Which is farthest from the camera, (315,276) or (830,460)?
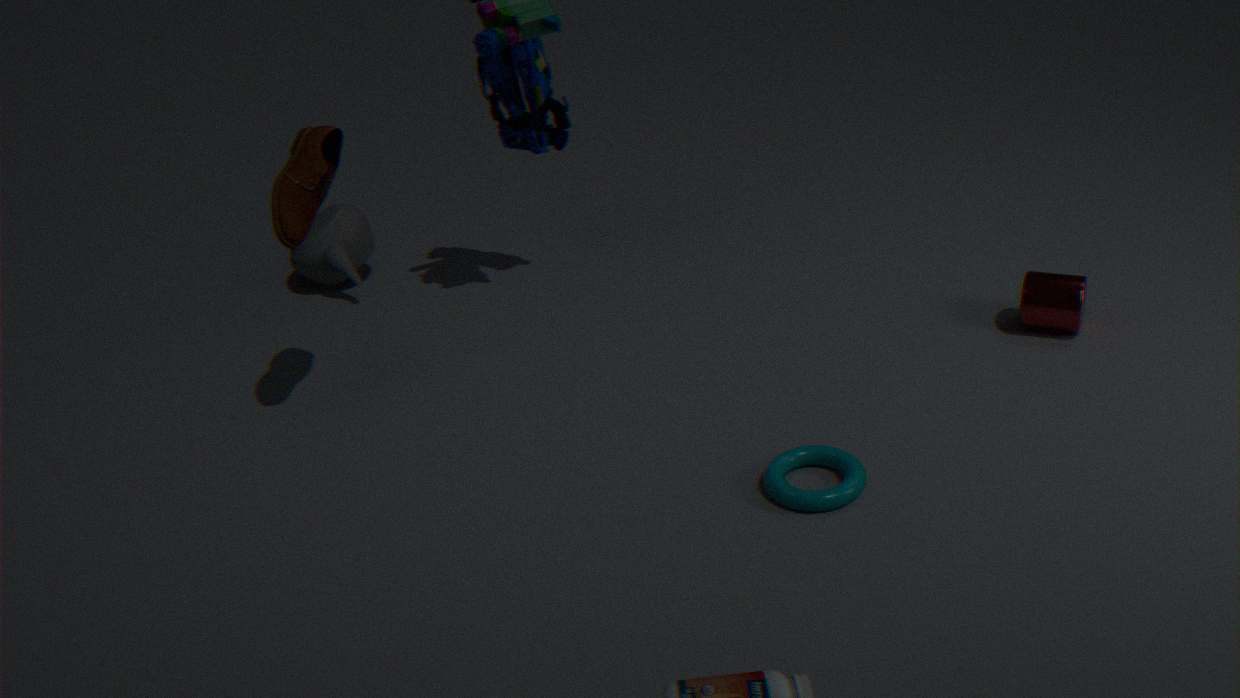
(315,276)
